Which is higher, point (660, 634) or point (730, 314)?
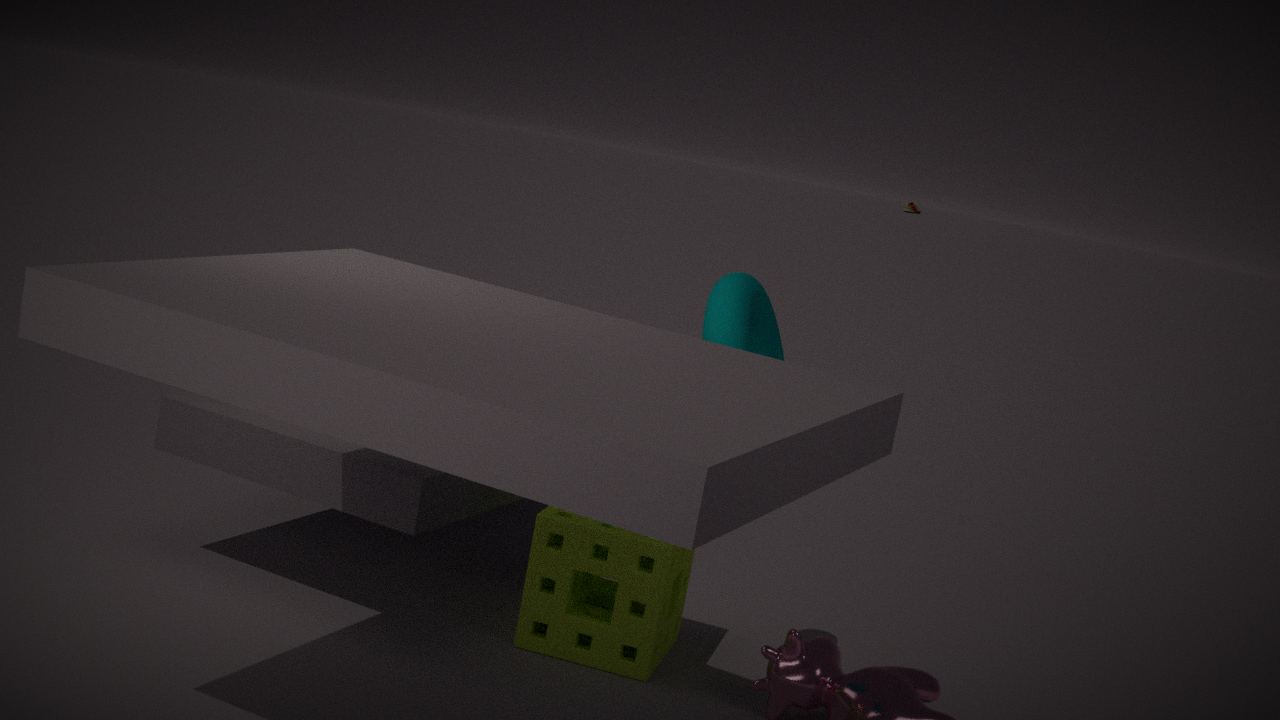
point (730, 314)
